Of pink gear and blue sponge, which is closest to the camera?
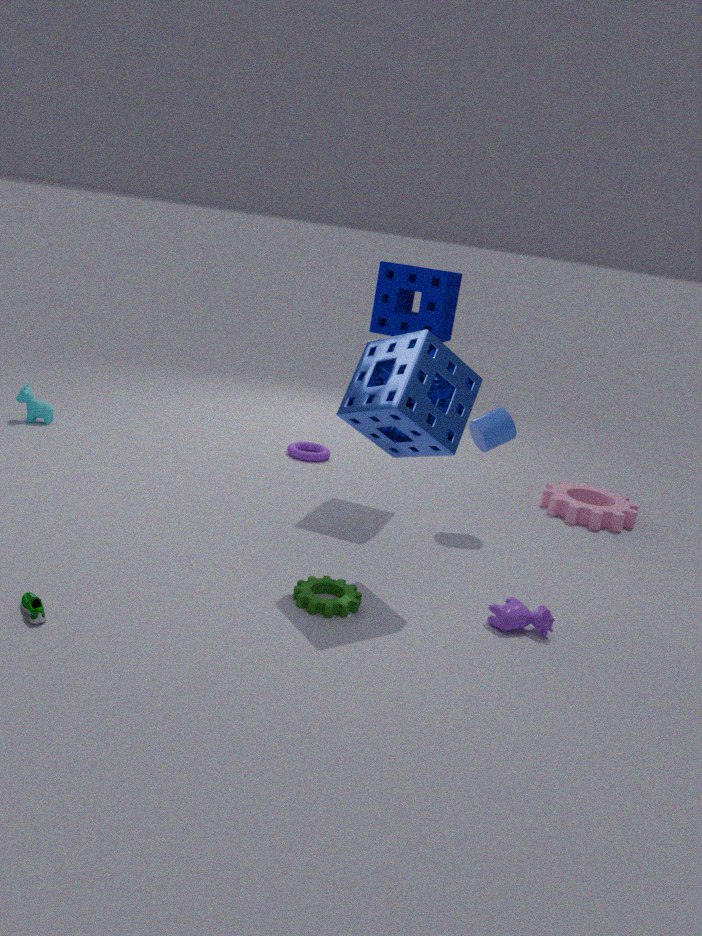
blue sponge
